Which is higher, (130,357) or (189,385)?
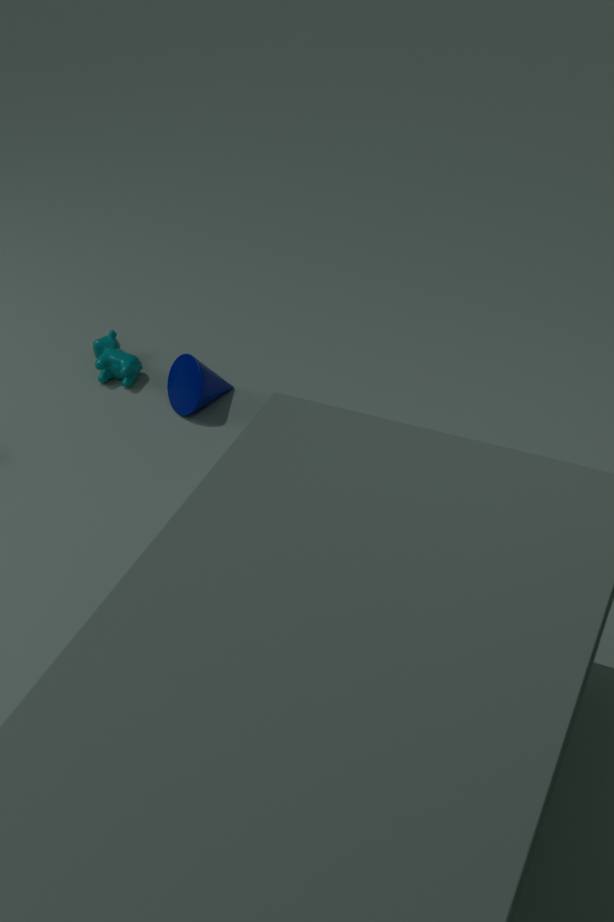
(189,385)
